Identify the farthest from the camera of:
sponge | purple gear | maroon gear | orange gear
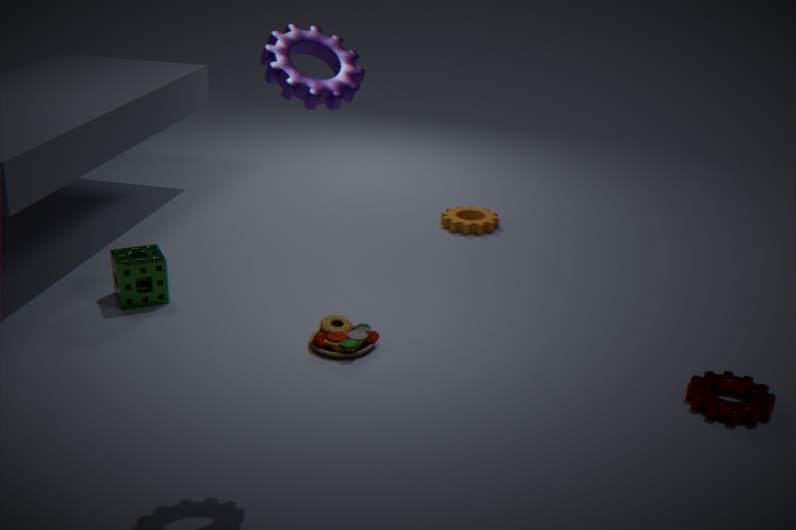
orange gear
